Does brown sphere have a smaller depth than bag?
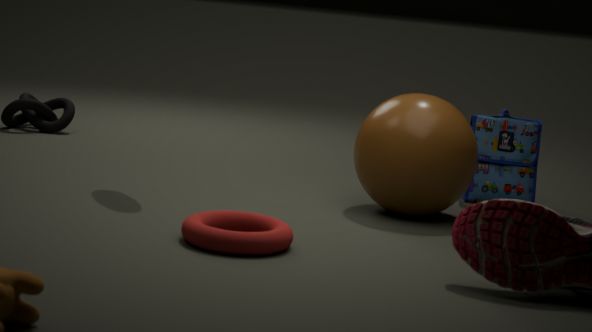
Yes
